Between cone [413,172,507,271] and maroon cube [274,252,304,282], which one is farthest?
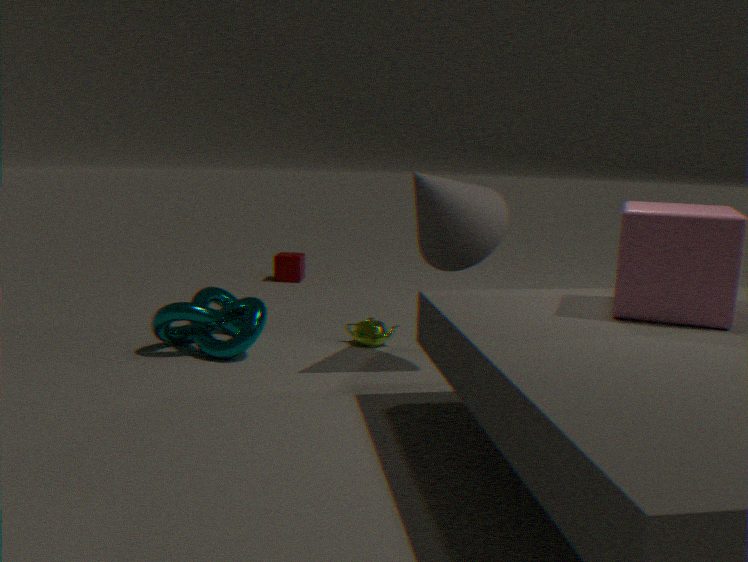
maroon cube [274,252,304,282]
